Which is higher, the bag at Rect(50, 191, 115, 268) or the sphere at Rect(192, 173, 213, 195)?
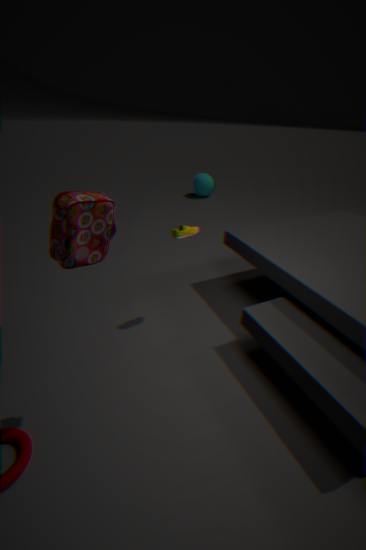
the bag at Rect(50, 191, 115, 268)
